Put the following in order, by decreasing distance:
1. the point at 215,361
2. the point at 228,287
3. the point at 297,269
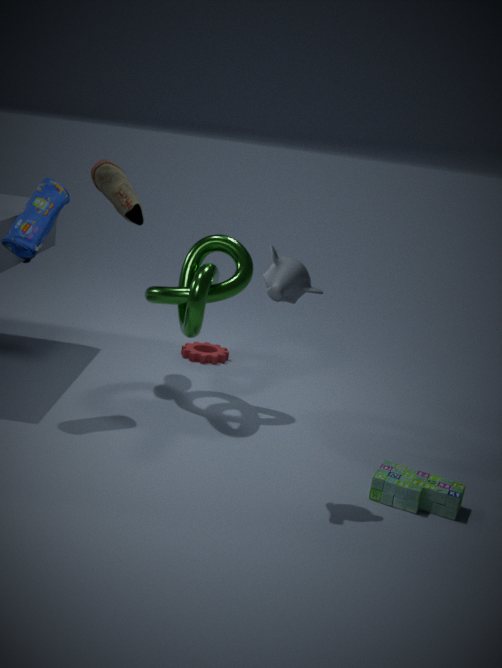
the point at 215,361 < the point at 228,287 < the point at 297,269
